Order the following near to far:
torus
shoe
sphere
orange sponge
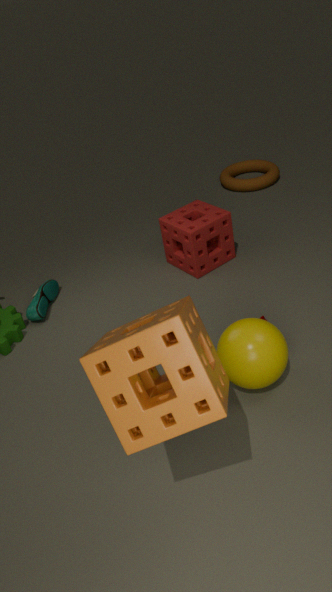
orange sponge → sphere → shoe → torus
